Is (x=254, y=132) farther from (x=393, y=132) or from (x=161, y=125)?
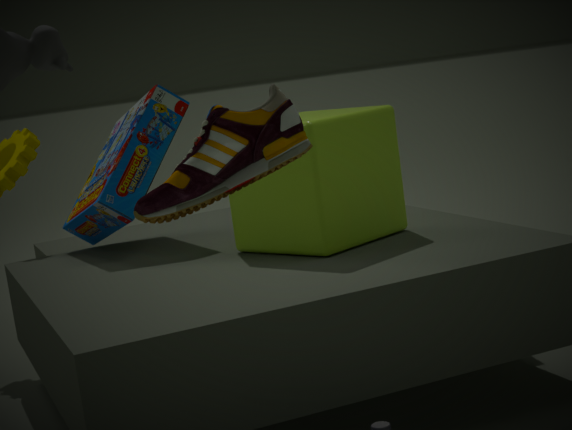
(x=161, y=125)
